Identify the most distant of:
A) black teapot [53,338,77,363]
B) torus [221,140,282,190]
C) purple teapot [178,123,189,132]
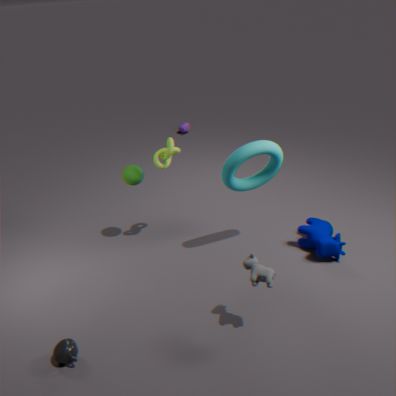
purple teapot [178,123,189,132]
